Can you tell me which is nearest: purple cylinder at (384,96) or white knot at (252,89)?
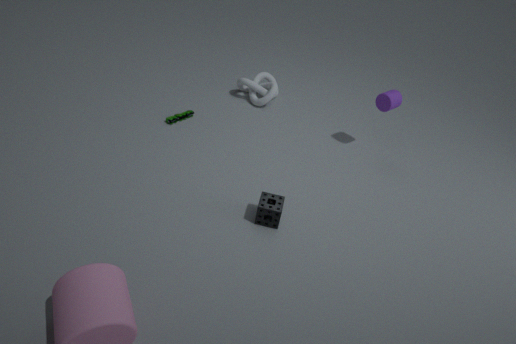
purple cylinder at (384,96)
